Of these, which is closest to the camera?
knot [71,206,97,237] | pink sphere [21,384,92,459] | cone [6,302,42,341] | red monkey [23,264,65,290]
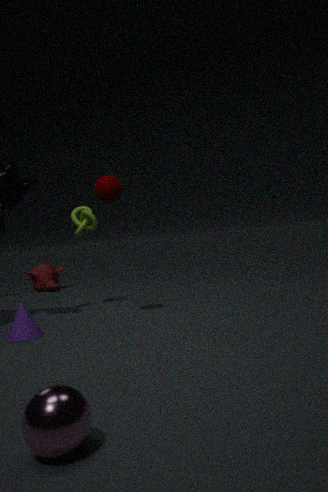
pink sphere [21,384,92,459]
